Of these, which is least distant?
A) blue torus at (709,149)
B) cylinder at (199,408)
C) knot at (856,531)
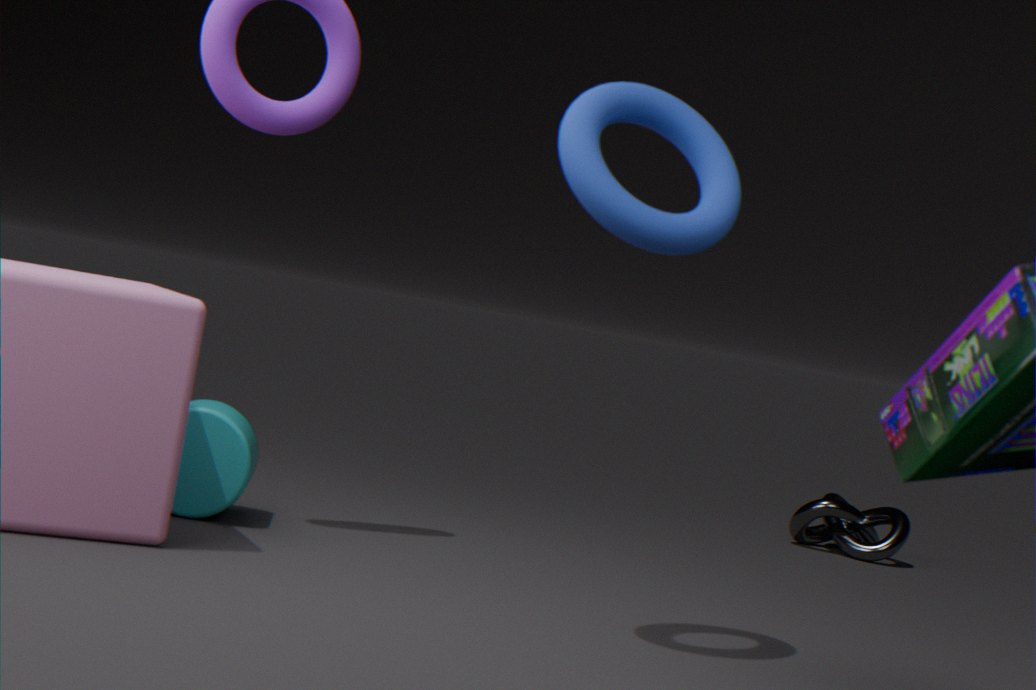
blue torus at (709,149)
